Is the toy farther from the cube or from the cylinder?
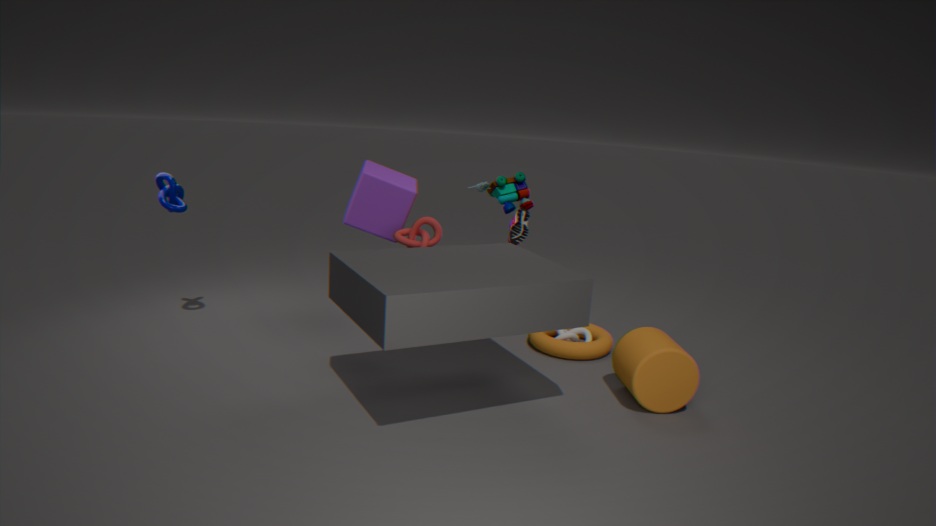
the cylinder
